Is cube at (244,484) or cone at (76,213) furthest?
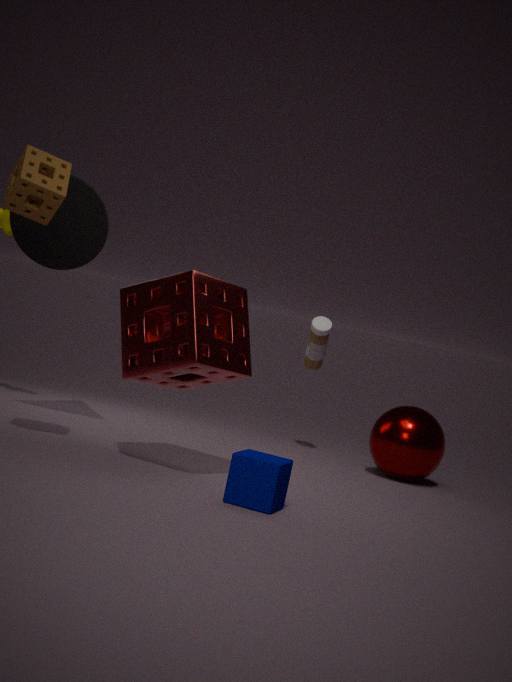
cone at (76,213)
